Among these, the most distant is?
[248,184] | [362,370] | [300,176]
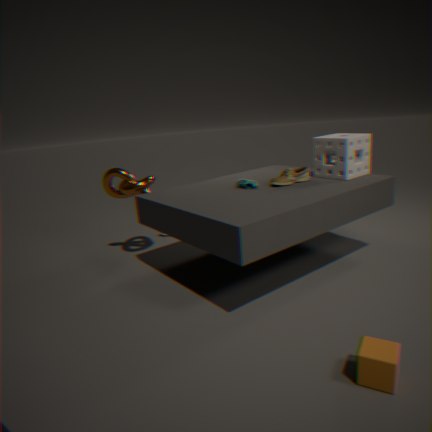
[300,176]
